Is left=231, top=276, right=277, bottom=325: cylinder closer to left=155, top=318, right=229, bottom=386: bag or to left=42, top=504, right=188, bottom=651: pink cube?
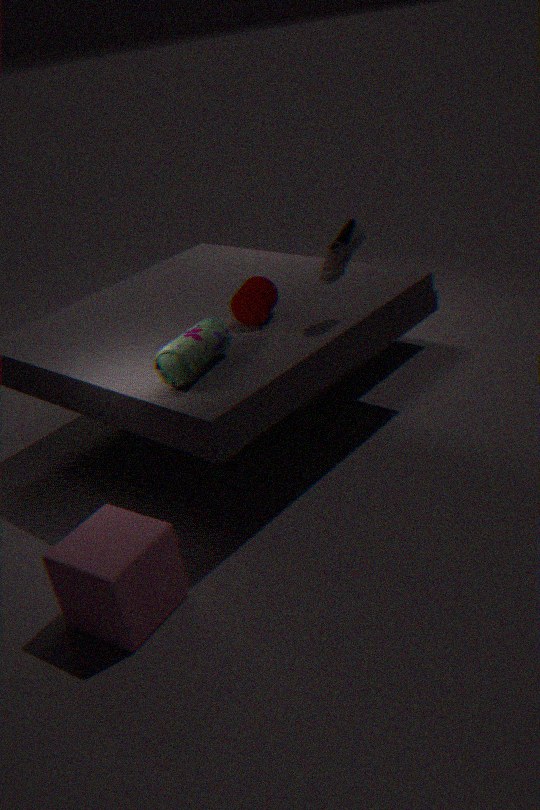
left=155, top=318, right=229, bottom=386: bag
